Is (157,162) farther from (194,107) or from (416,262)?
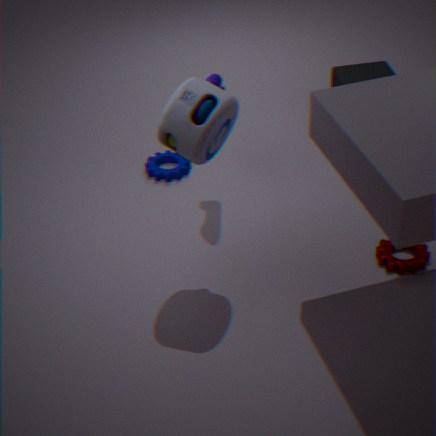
(416,262)
